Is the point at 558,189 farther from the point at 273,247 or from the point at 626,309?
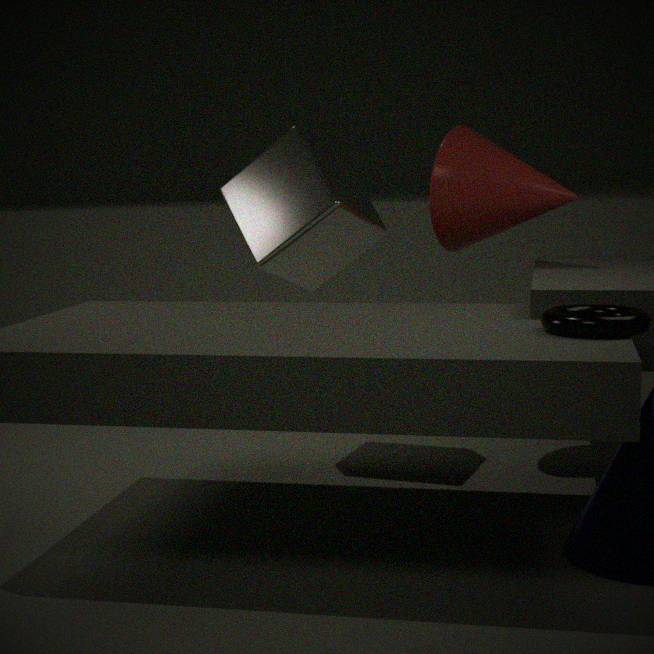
the point at 626,309
